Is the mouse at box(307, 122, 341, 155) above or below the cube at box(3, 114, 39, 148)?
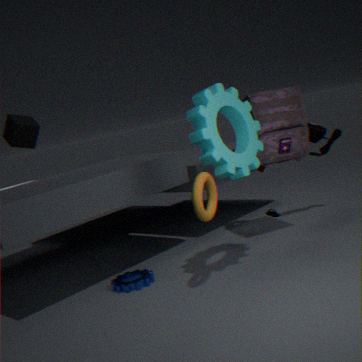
below
